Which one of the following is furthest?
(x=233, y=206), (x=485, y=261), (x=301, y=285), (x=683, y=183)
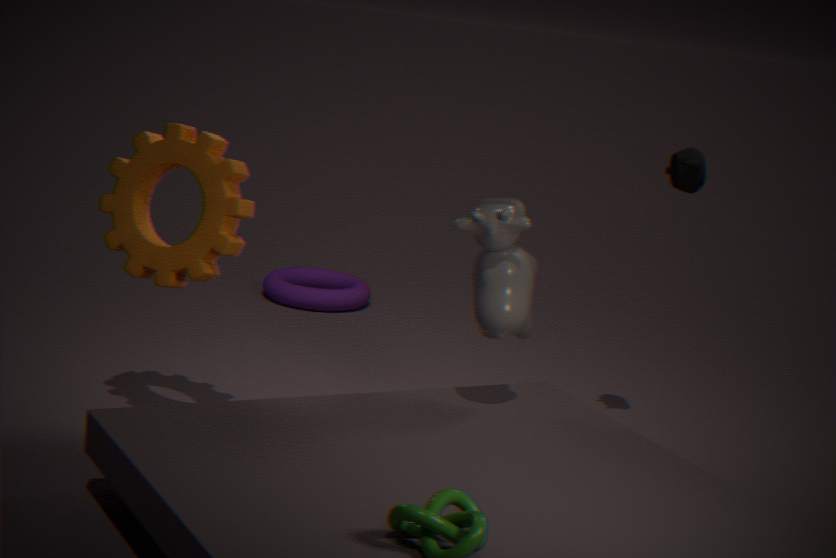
(x=301, y=285)
